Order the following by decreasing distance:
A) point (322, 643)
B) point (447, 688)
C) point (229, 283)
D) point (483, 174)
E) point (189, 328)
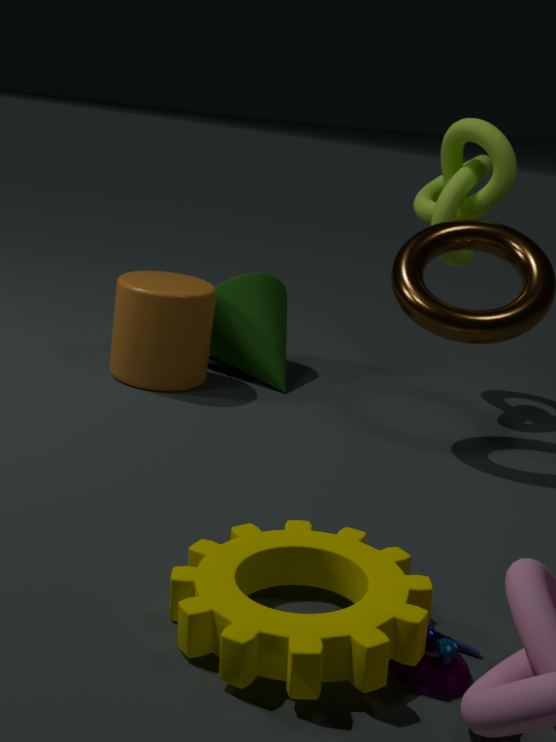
1. point (229, 283)
2. point (483, 174)
3. point (189, 328)
4. point (447, 688)
5. point (322, 643)
